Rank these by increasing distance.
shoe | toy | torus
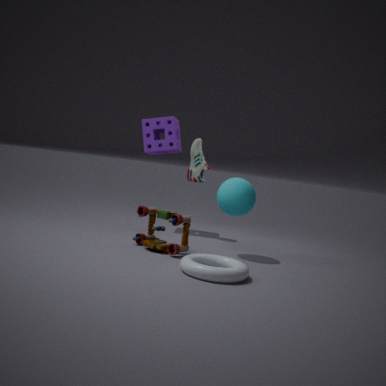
torus, toy, shoe
